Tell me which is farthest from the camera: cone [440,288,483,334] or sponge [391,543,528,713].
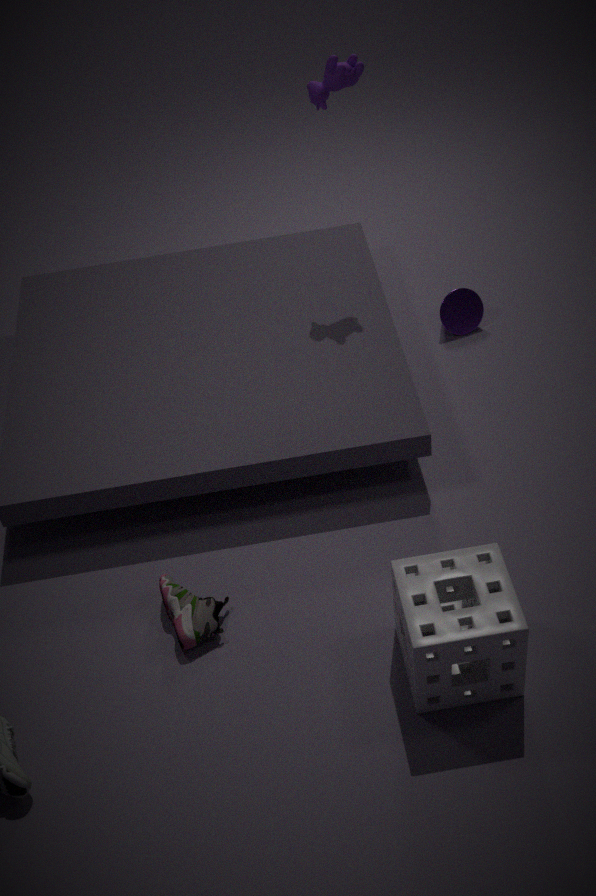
cone [440,288,483,334]
